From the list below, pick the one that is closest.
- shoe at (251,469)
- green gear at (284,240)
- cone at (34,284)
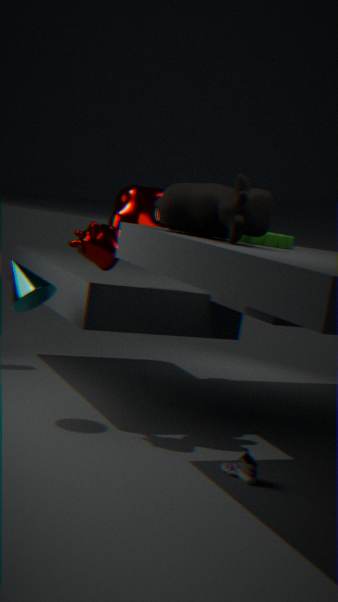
green gear at (284,240)
